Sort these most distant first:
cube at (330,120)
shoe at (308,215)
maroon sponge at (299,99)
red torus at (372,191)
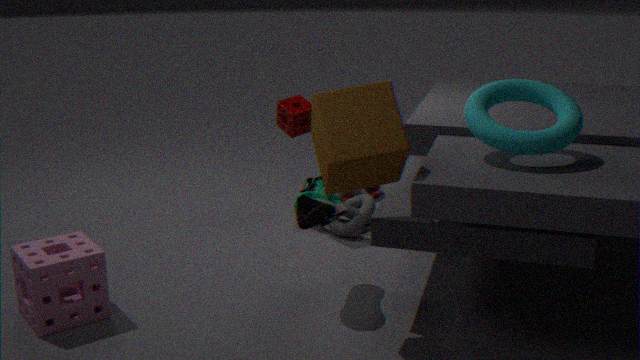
red torus at (372,191)
maroon sponge at (299,99)
shoe at (308,215)
cube at (330,120)
